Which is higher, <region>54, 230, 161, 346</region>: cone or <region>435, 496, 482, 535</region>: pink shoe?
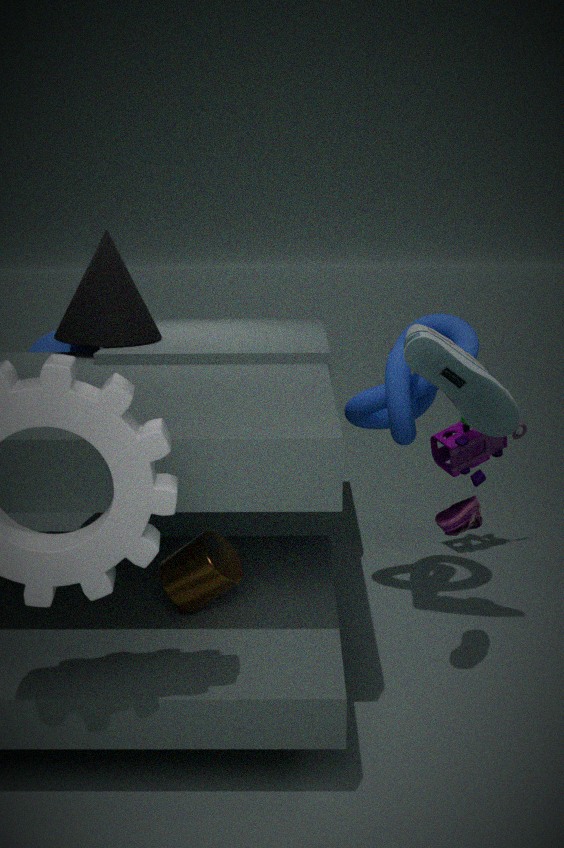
<region>54, 230, 161, 346</region>: cone
